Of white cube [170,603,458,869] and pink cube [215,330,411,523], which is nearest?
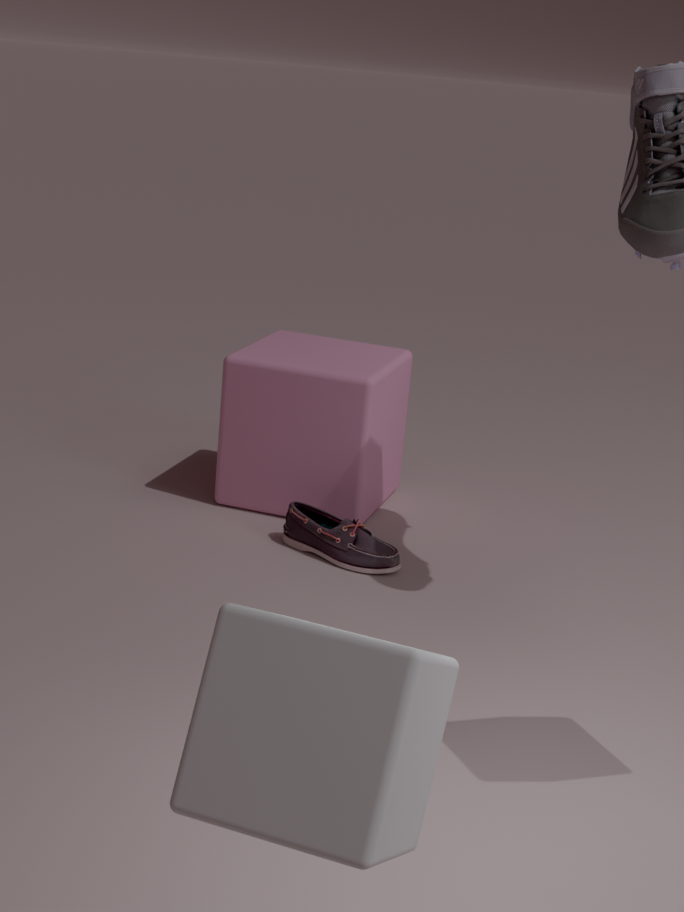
white cube [170,603,458,869]
